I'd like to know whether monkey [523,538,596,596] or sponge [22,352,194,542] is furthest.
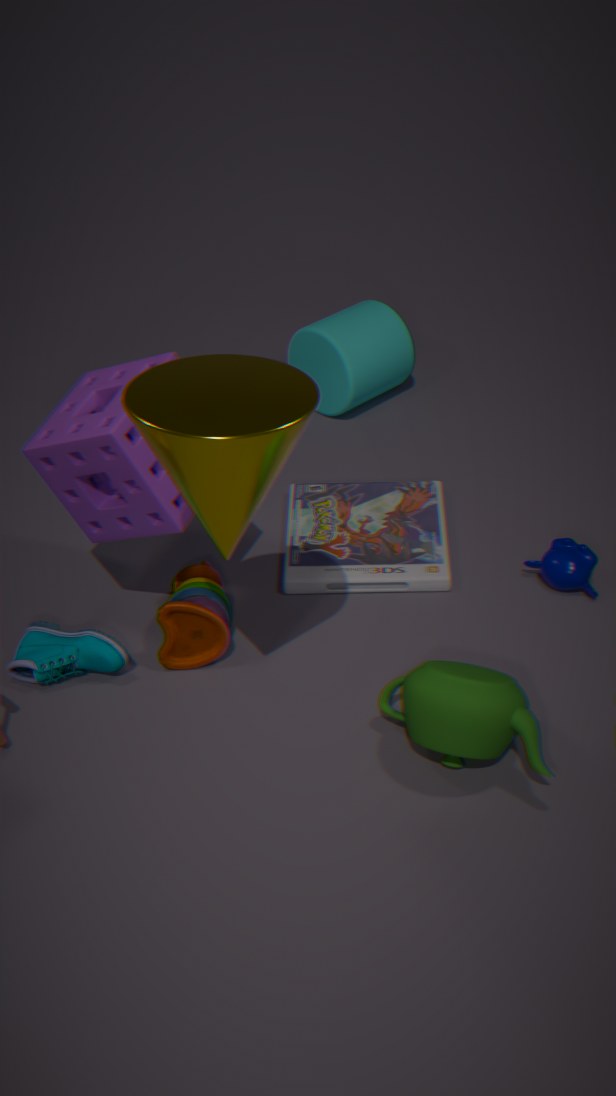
monkey [523,538,596,596]
